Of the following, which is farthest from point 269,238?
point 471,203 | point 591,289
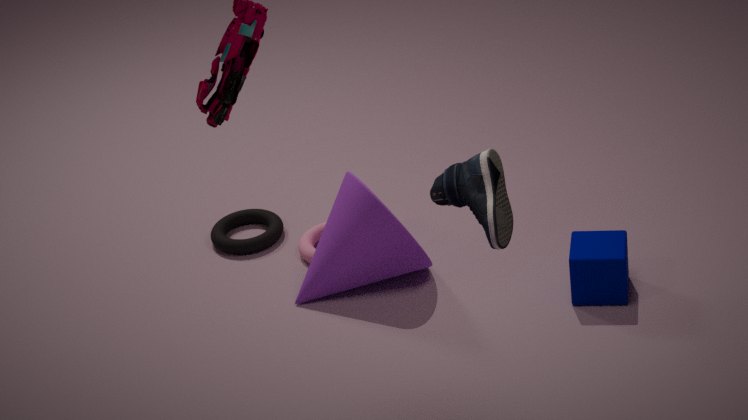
point 471,203
